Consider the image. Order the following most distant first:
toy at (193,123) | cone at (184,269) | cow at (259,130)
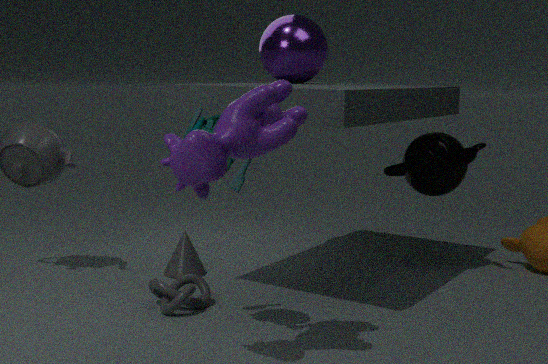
1. cone at (184,269)
2. toy at (193,123)
3. cow at (259,130)
